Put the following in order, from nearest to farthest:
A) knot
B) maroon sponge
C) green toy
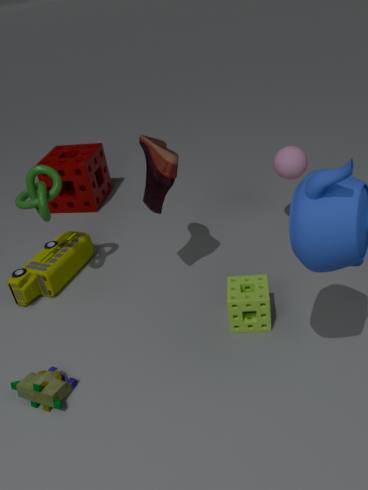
green toy → knot → maroon sponge
